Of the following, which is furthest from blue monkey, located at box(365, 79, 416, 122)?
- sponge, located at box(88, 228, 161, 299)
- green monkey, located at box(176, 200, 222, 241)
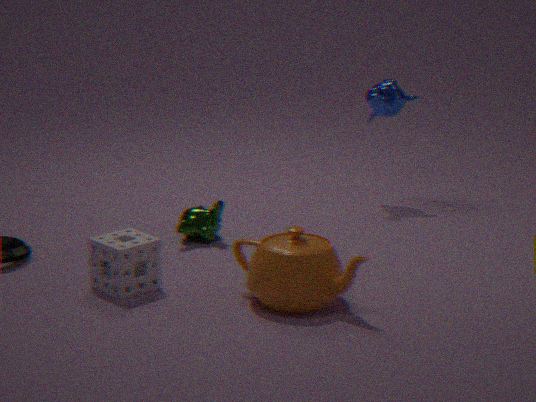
sponge, located at box(88, 228, 161, 299)
